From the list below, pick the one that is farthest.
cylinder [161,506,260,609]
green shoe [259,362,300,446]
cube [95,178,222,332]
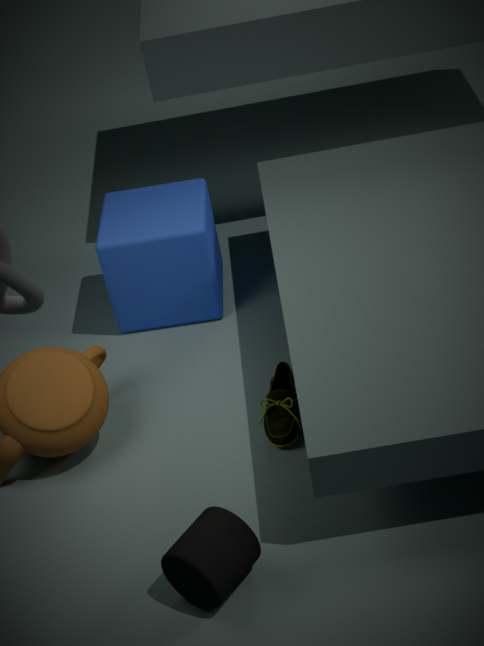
cube [95,178,222,332]
